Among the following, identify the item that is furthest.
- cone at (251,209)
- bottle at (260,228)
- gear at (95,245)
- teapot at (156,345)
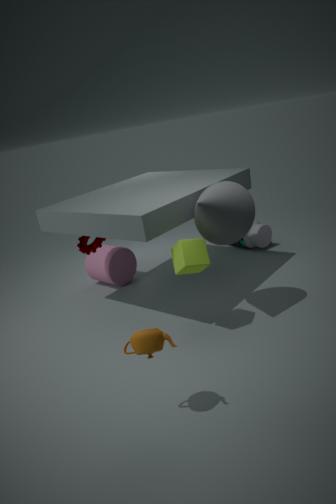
bottle at (260,228)
